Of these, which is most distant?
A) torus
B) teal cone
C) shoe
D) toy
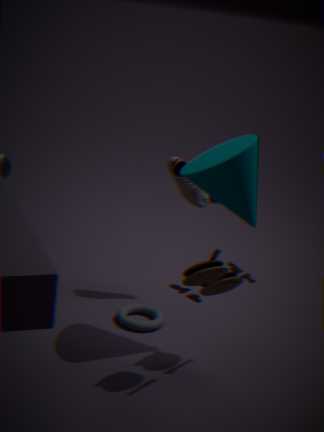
shoe
